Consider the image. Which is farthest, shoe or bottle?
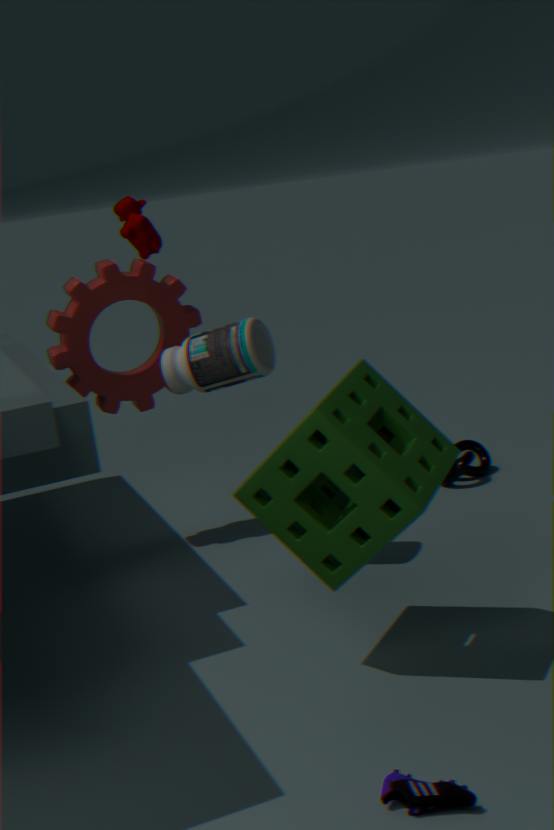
bottle
